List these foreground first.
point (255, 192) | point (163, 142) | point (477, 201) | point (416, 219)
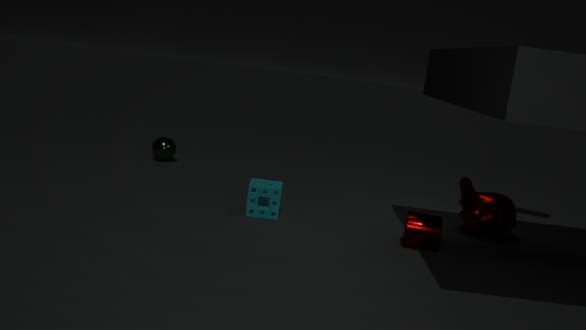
point (416, 219) < point (255, 192) < point (477, 201) < point (163, 142)
